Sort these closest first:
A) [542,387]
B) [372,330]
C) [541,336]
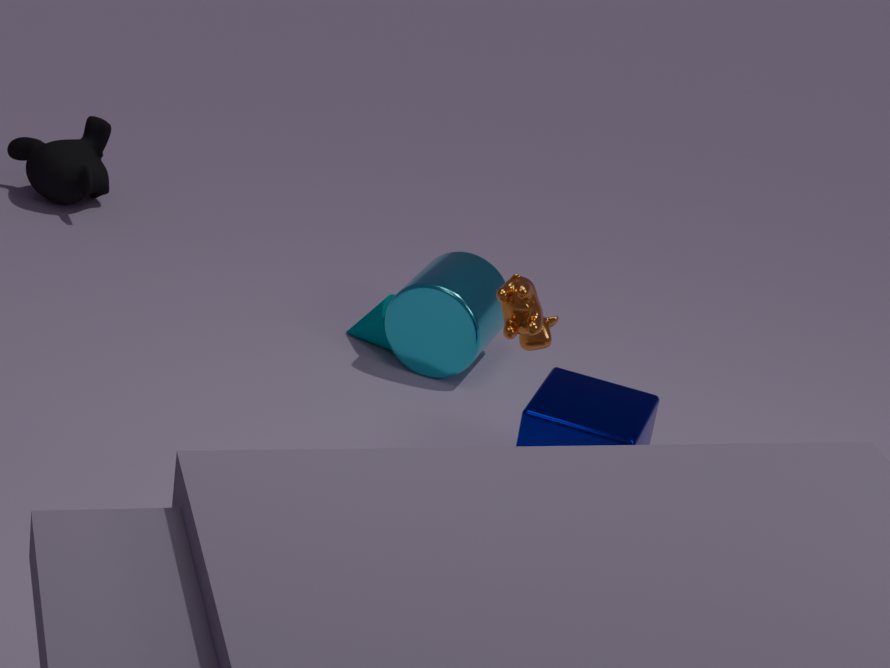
[541,336] → [542,387] → [372,330]
